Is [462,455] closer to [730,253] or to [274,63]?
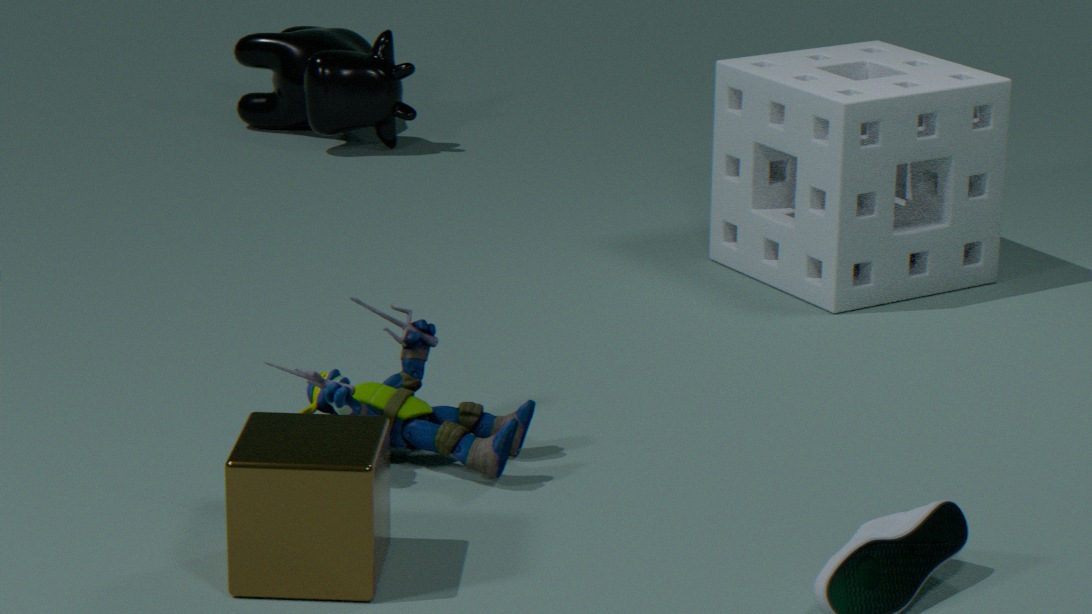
[730,253]
